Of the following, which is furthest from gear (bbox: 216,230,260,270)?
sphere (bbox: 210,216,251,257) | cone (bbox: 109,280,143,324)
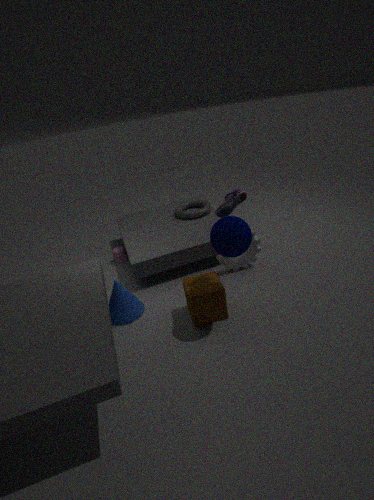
cone (bbox: 109,280,143,324)
